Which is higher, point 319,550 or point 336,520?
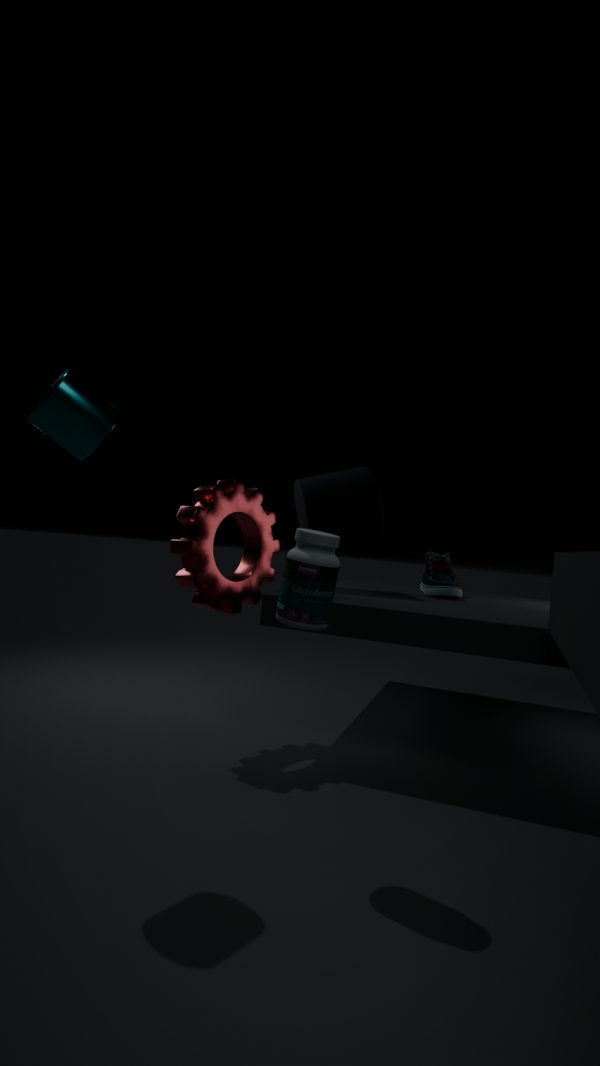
point 336,520
